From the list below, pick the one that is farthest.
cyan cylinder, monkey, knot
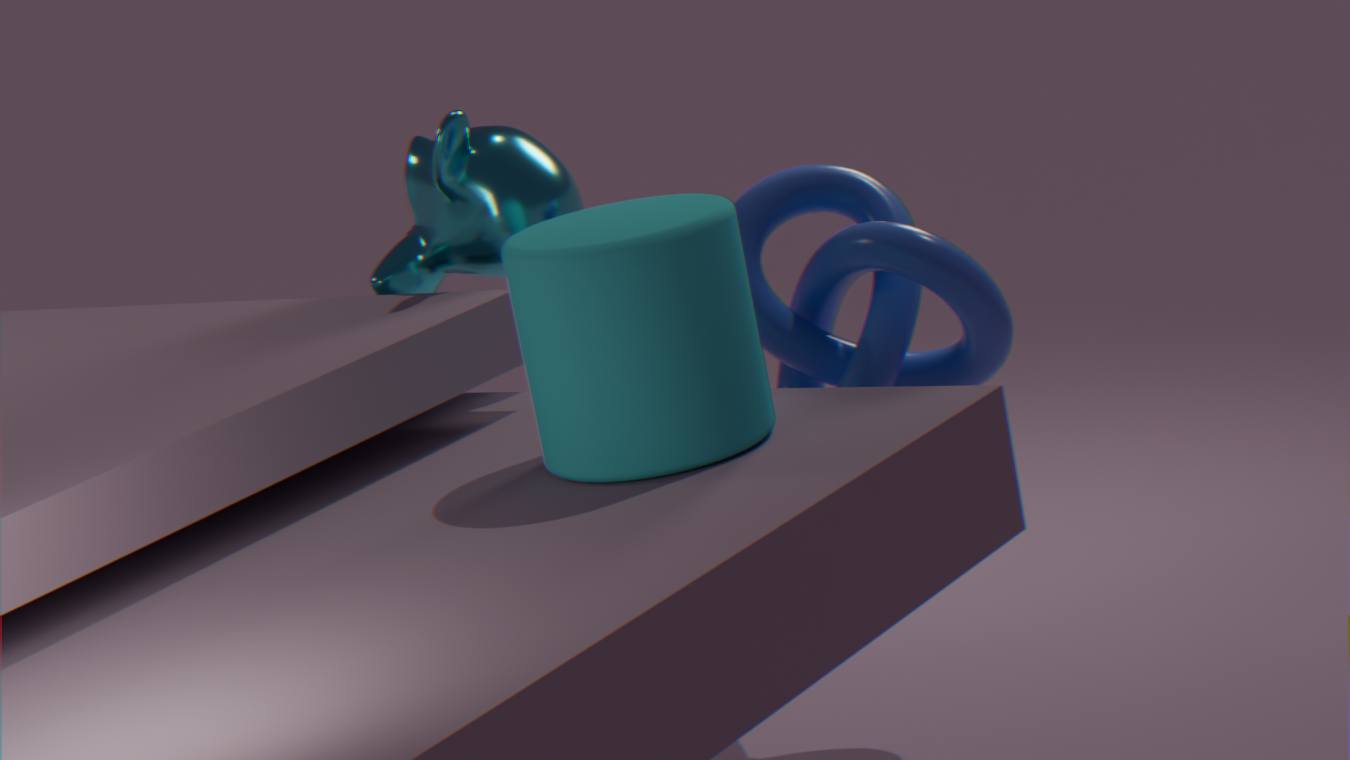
monkey
